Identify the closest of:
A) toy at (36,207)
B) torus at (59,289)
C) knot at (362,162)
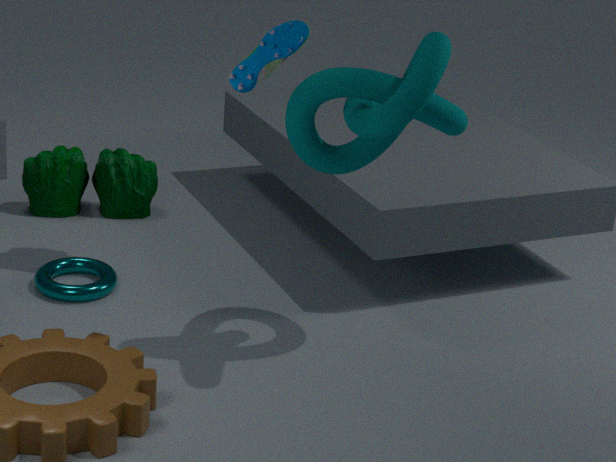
knot at (362,162)
